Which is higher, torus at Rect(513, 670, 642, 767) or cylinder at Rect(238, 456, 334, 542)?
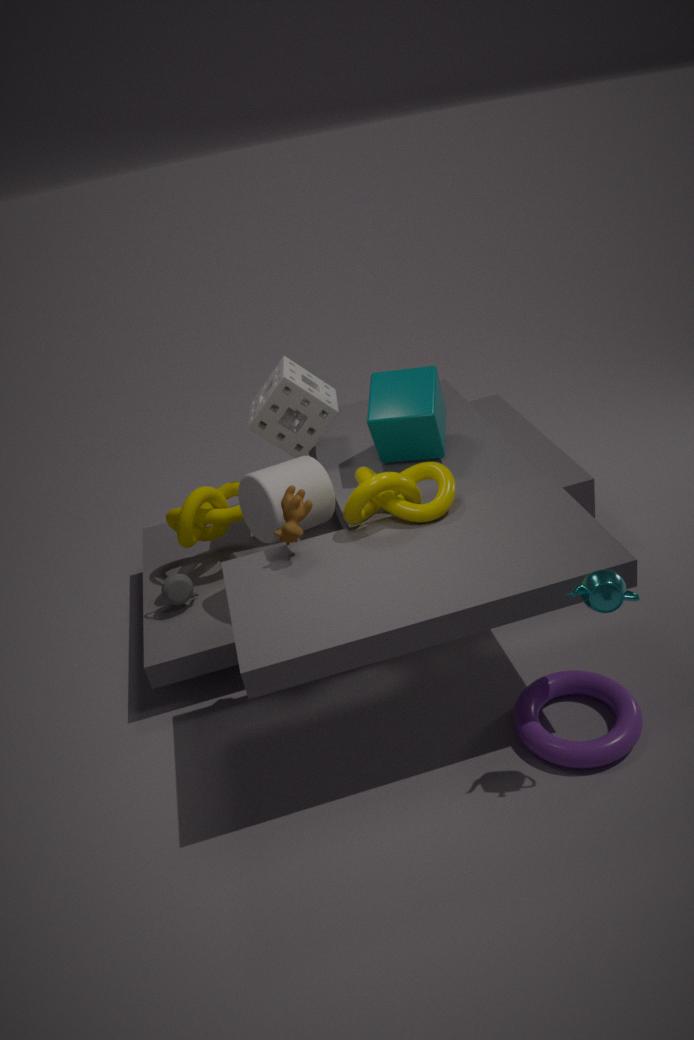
cylinder at Rect(238, 456, 334, 542)
